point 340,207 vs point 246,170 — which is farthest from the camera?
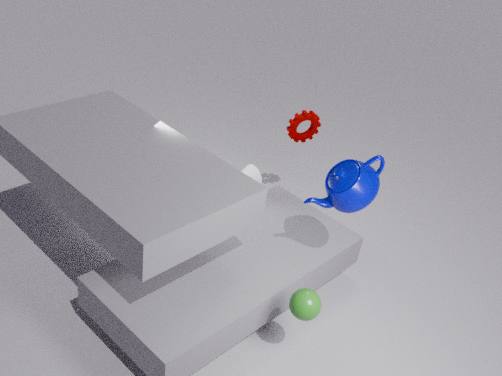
point 246,170
